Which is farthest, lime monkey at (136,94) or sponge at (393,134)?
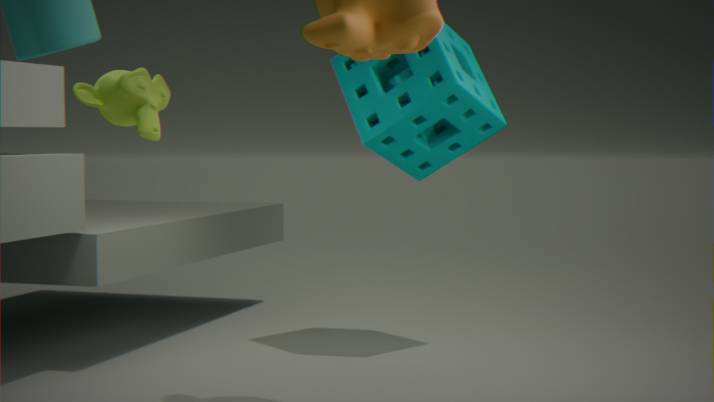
sponge at (393,134)
